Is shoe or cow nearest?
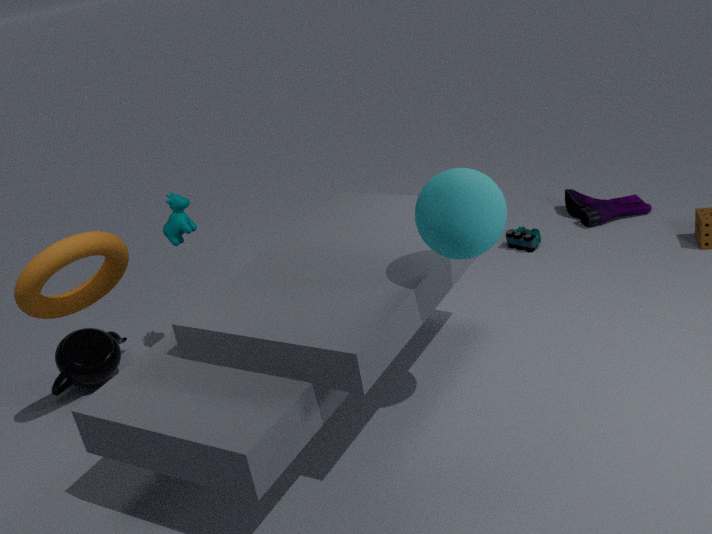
cow
